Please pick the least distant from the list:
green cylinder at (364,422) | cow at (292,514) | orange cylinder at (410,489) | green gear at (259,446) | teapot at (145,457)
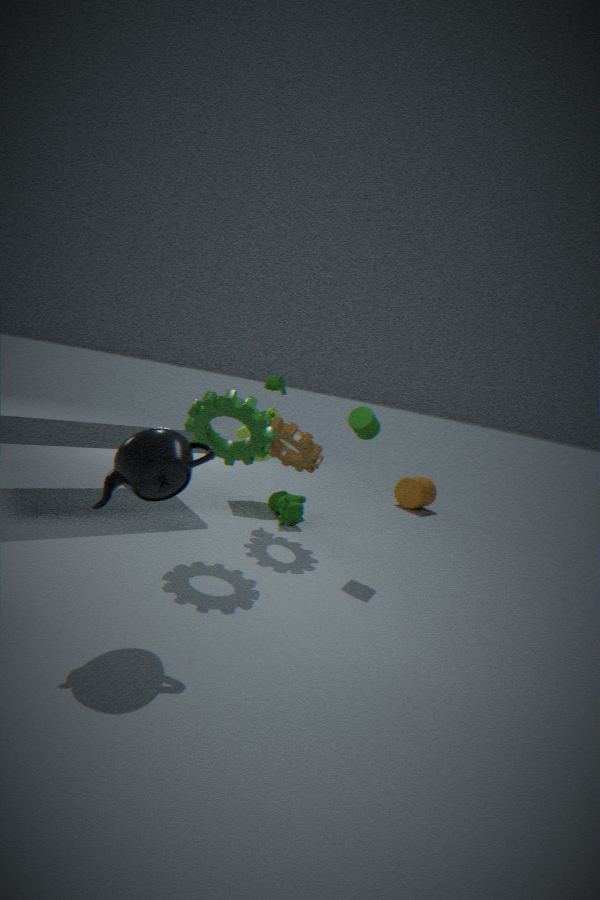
teapot at (145,457)
